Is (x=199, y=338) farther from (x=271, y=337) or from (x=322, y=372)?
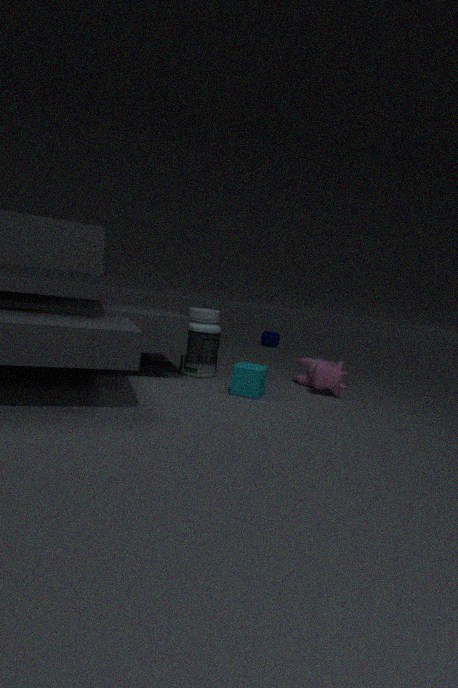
(x=271, y=337)
